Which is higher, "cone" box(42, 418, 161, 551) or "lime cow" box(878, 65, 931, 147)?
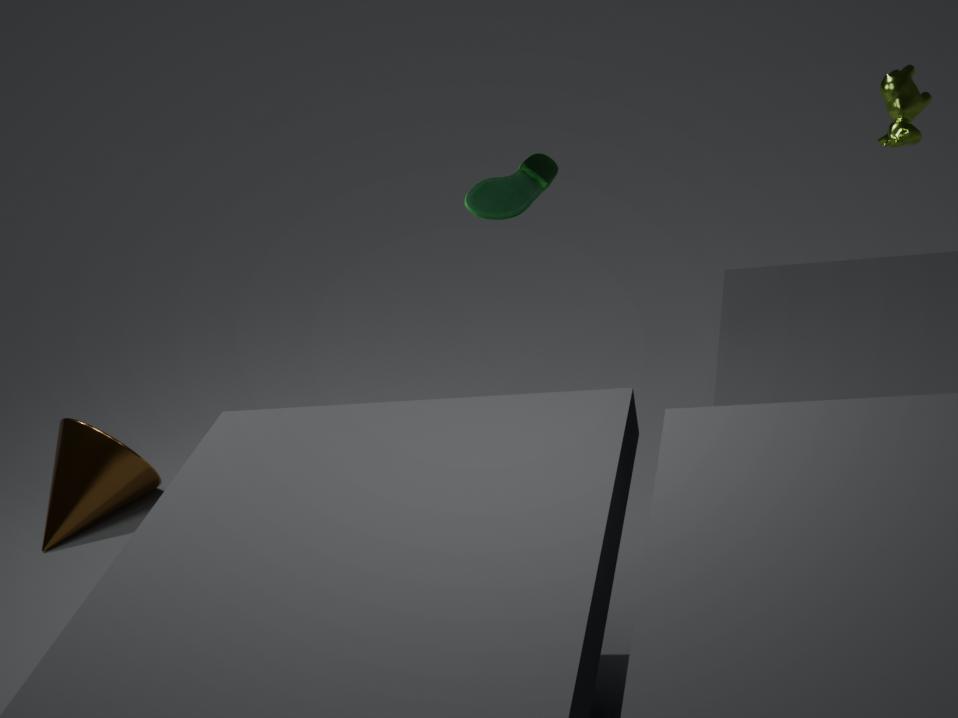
"lime cow" box(878, 65, 931, 147)
